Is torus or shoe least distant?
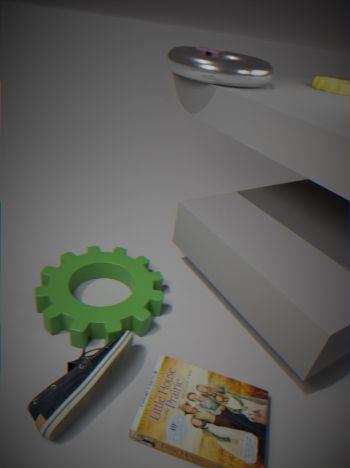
shoe
